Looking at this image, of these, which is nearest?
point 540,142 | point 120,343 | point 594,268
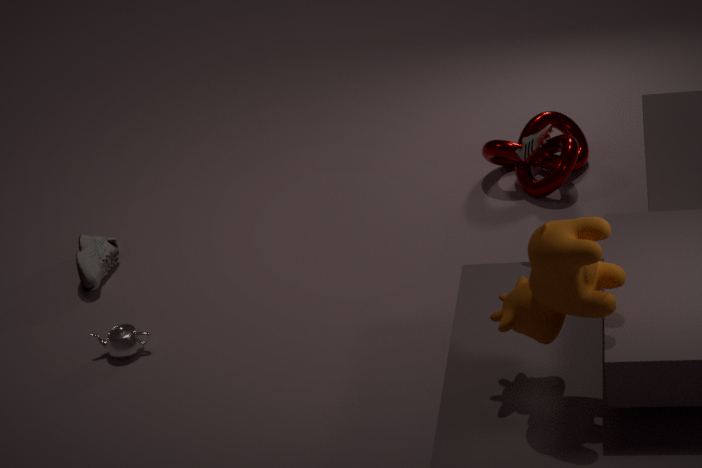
point 594,268
